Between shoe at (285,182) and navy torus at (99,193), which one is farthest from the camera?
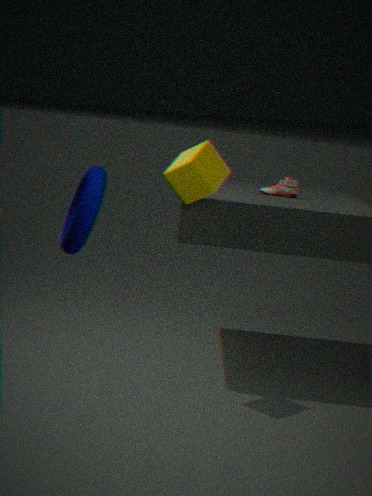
shoe at (285,182)
